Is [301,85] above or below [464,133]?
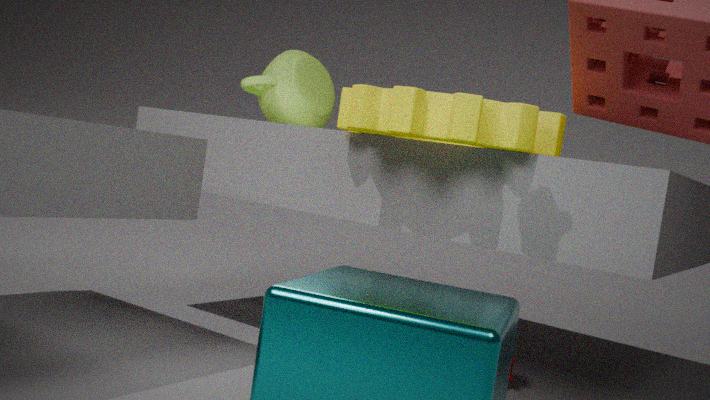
→ above
